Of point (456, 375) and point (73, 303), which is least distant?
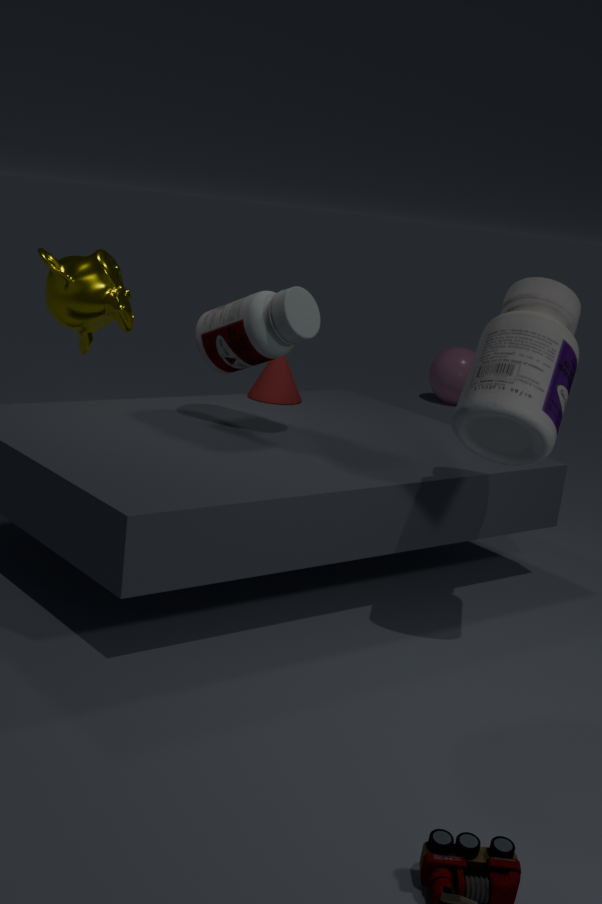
point (73, 303)
